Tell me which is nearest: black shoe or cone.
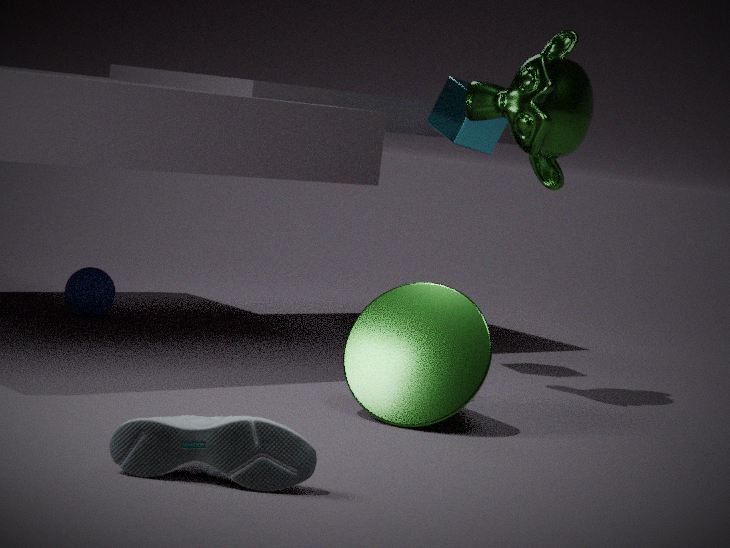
black shoe
